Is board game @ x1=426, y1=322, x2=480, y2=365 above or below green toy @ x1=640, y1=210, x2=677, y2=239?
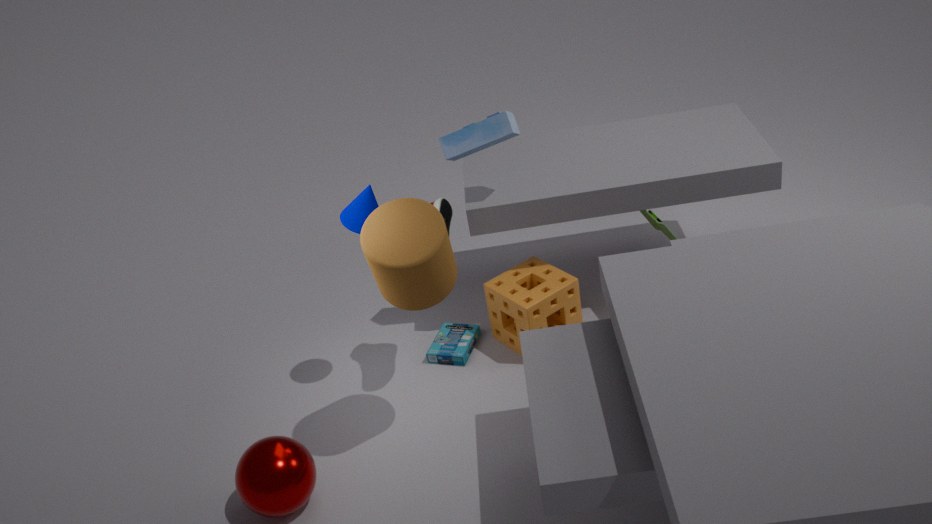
below
